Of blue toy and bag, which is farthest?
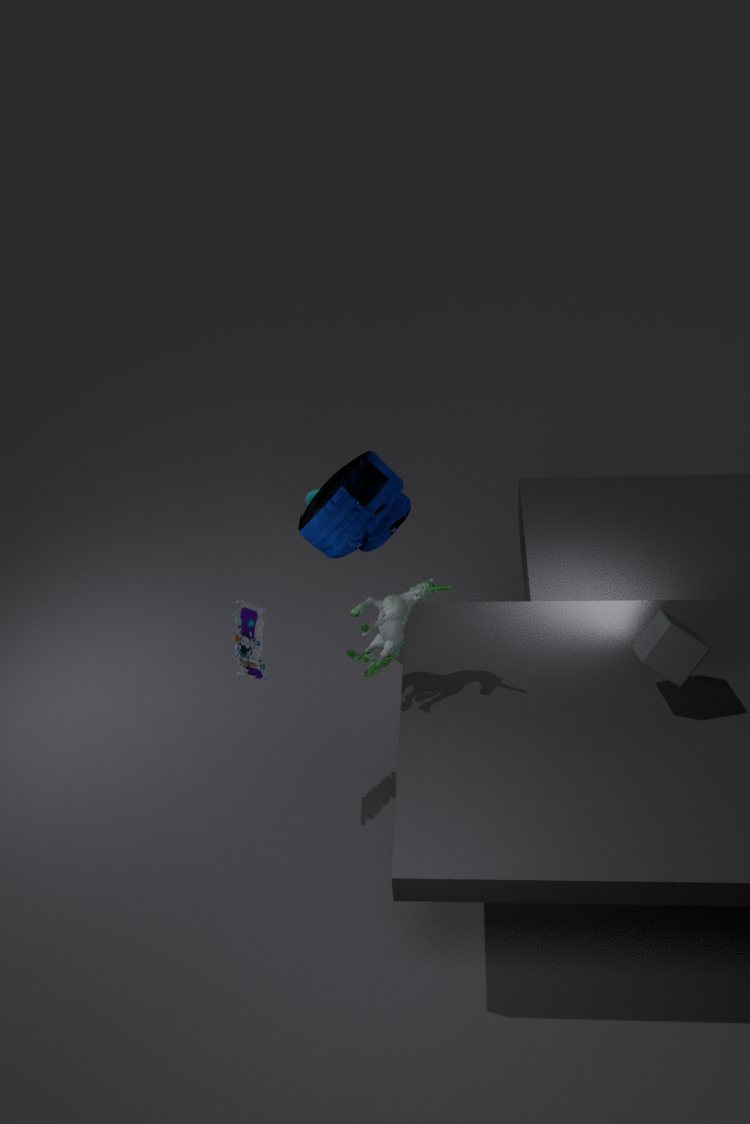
bag
